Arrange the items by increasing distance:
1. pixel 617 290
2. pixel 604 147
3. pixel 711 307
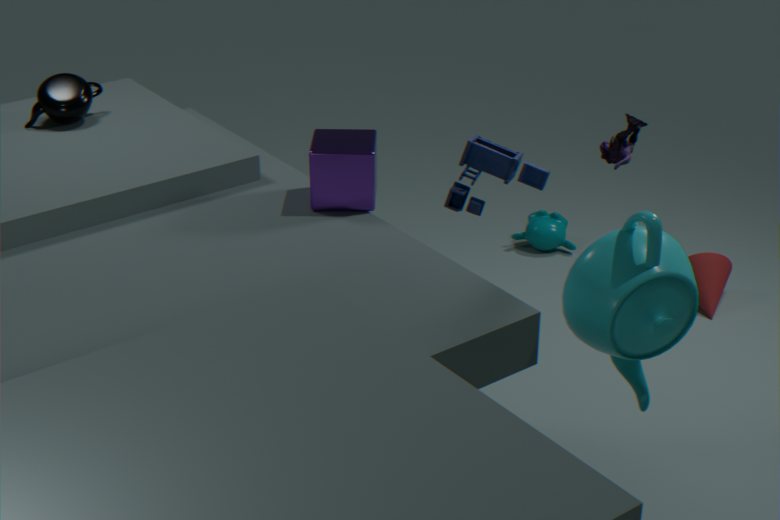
pixel 617 290, pixel 604 147, pixel 711 307
